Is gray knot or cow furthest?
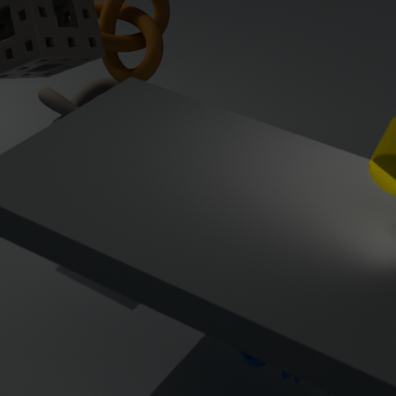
gray knot
